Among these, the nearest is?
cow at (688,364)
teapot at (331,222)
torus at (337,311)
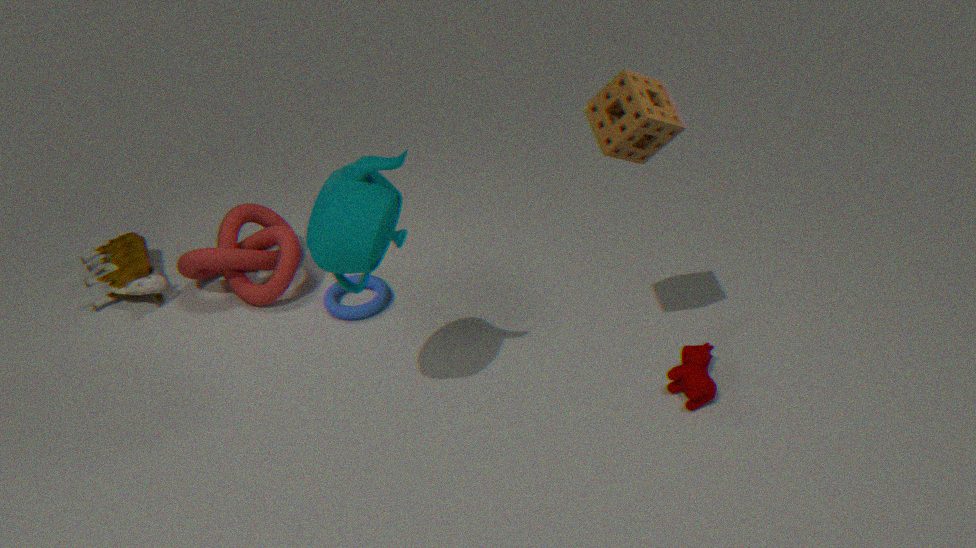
teapot at (331,222)
